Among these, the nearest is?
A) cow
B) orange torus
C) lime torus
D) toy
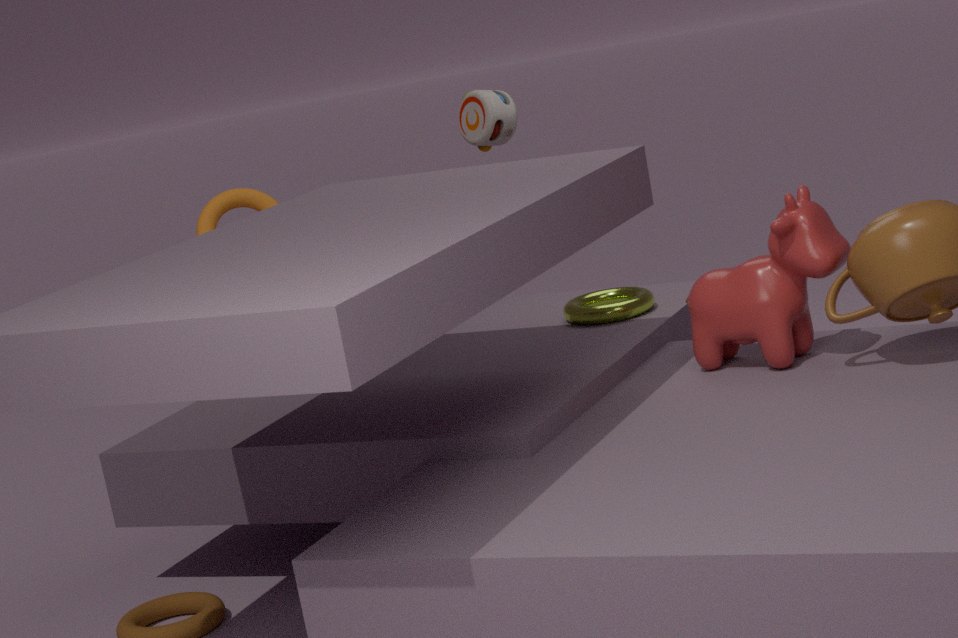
cow
